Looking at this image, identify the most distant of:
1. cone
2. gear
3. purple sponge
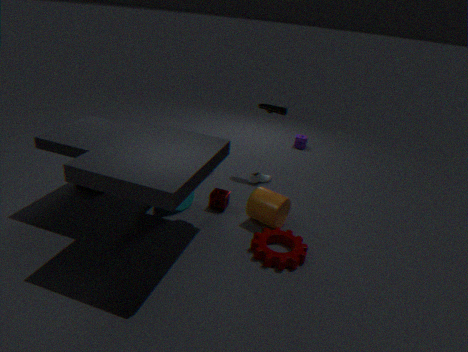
purple sponge
